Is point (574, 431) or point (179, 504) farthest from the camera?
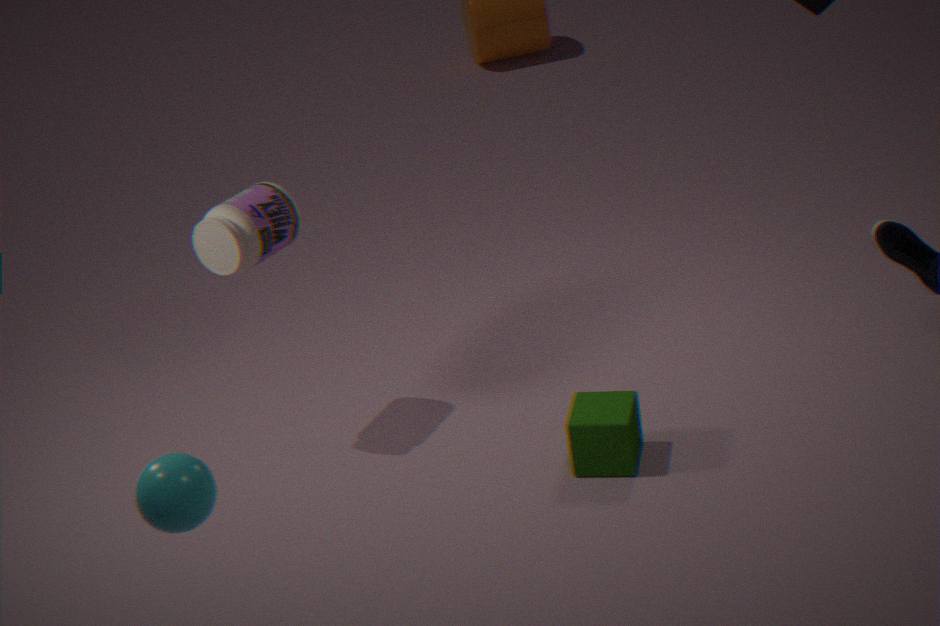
point (574, 431)
